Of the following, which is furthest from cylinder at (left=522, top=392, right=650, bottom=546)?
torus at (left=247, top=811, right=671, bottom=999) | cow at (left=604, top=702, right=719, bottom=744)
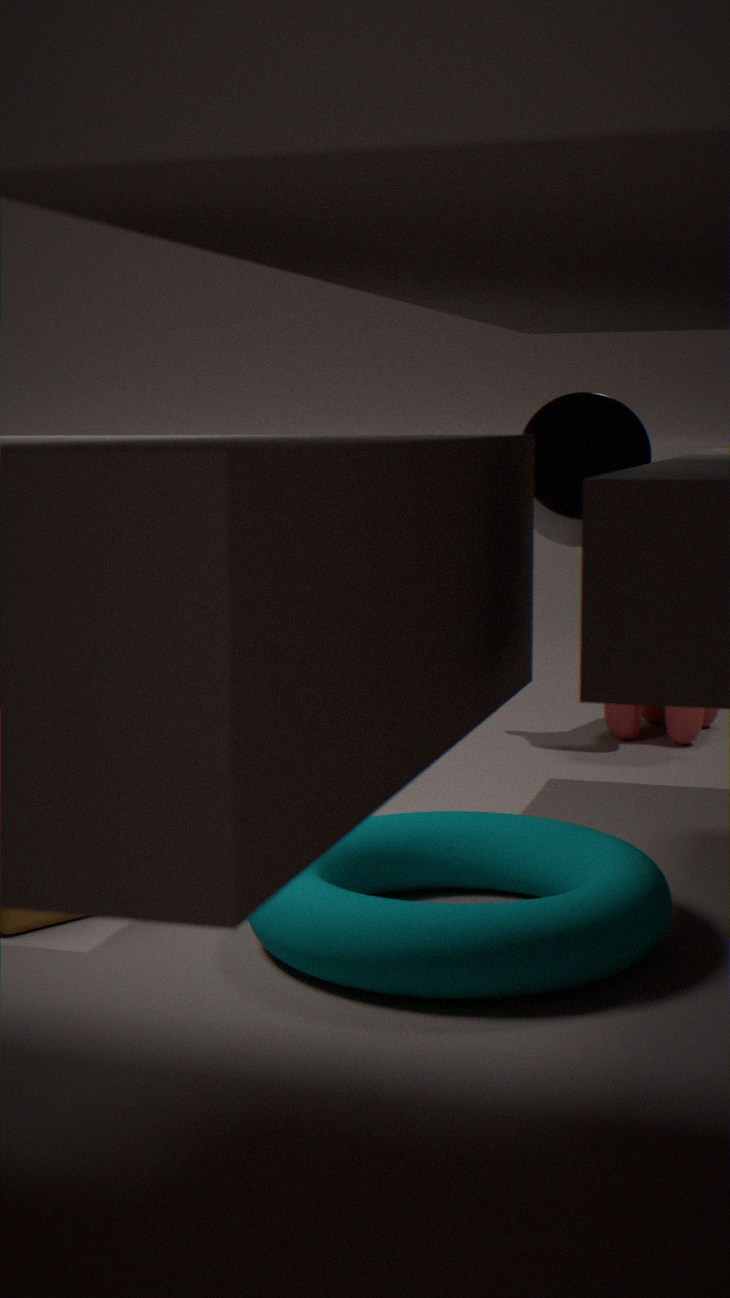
cow at (left=604, top=702, right=719, bottom=744)
